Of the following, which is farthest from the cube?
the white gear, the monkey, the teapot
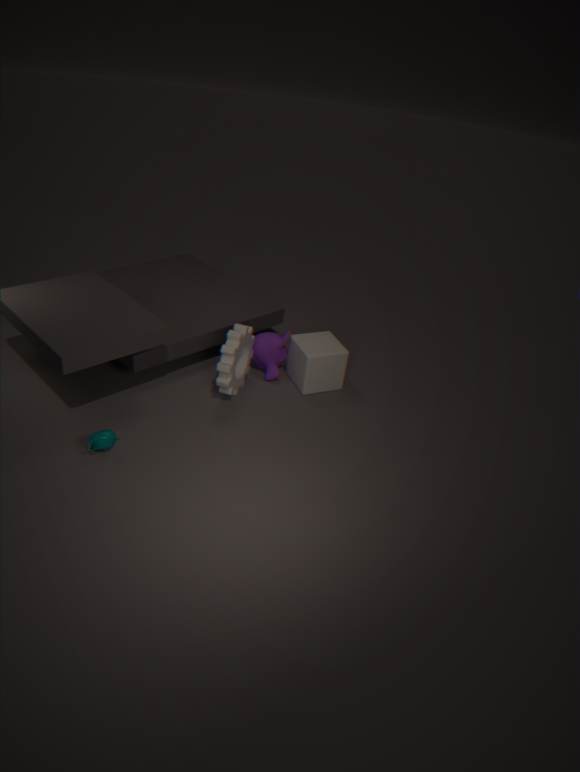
the teapot
